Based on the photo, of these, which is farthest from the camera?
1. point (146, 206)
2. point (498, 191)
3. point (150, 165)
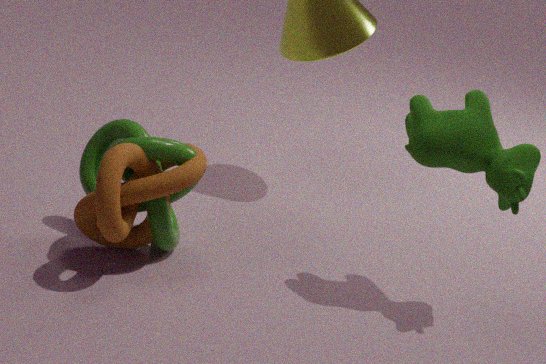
point (146, 206)
